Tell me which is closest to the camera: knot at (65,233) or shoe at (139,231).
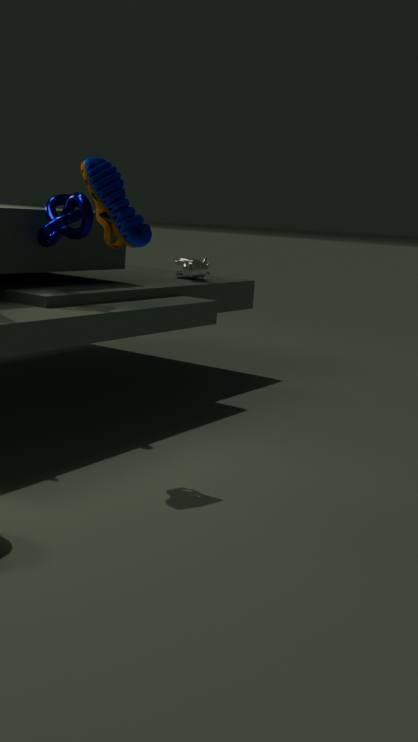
shoe at (139,231)
